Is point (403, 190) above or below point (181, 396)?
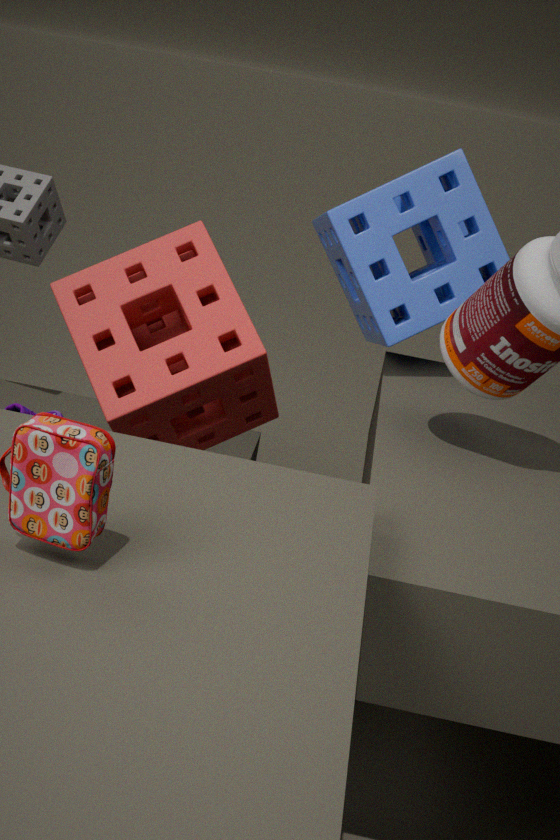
above
